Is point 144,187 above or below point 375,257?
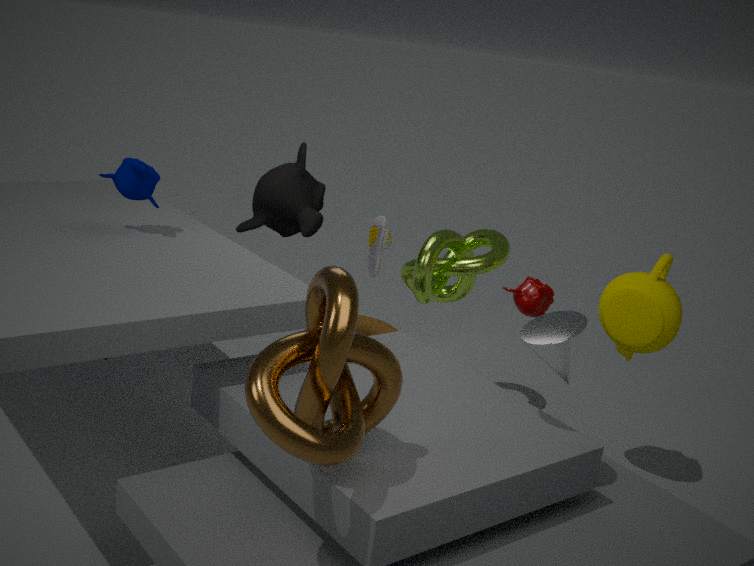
above
